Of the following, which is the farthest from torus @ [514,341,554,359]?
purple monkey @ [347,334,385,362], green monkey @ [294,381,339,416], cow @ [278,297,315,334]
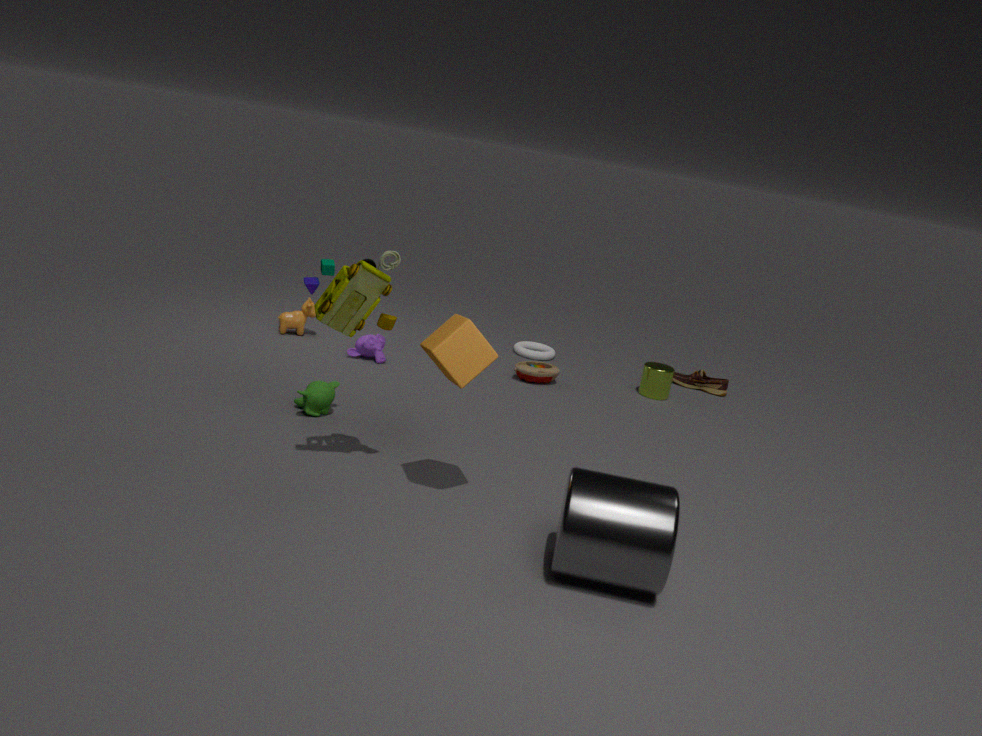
green monkey @ [294,381,339,416]
